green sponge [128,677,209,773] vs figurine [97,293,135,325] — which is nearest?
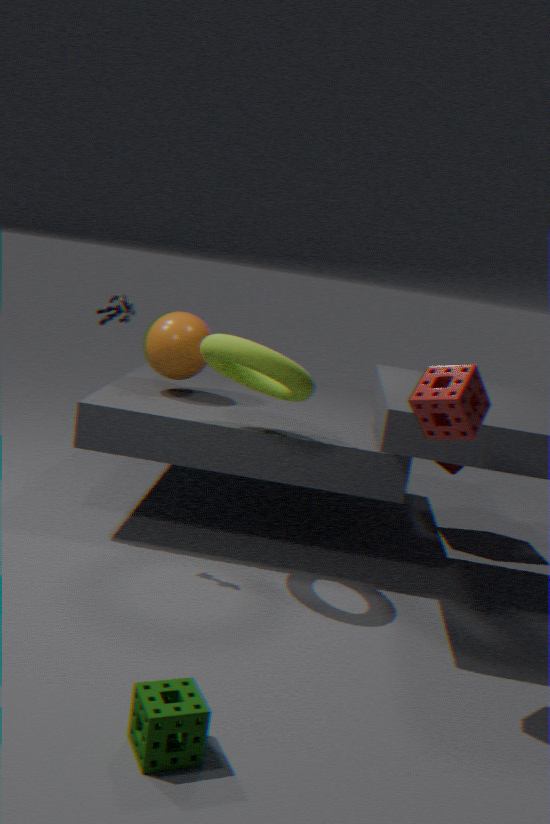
green sponge [128,677,209,773]
